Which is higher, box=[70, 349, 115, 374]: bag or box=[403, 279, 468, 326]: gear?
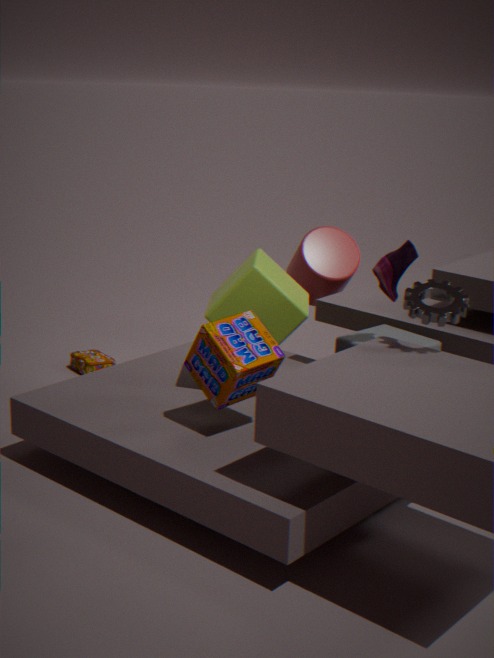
box=[403, 279, 468, 326]: gear
